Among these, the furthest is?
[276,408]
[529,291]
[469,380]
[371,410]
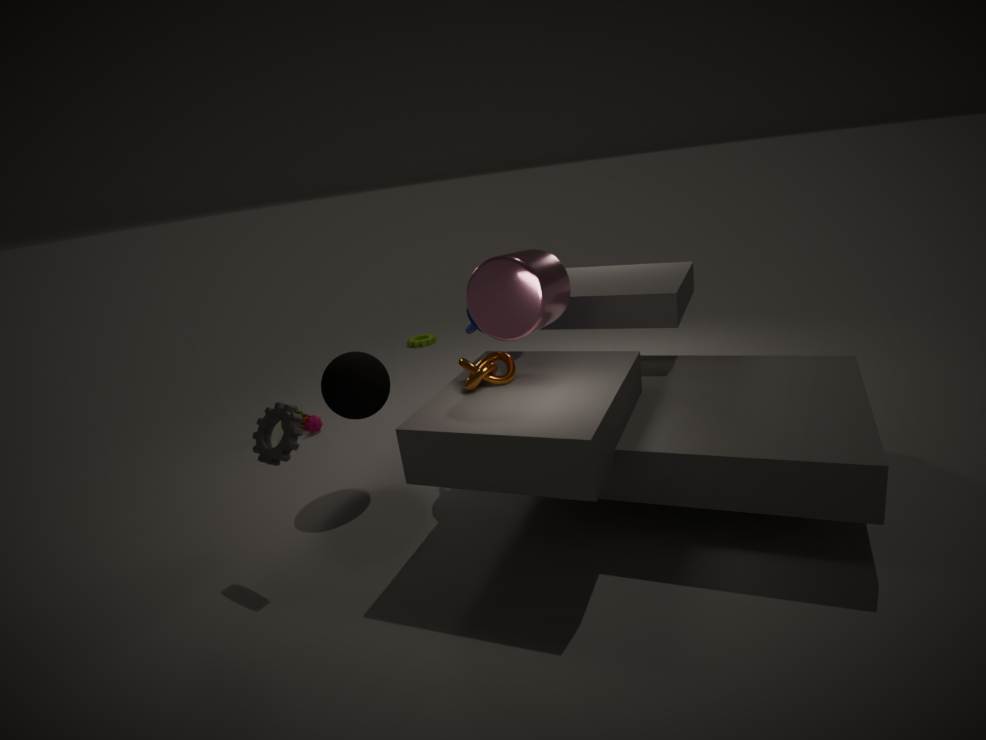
[371,410]
